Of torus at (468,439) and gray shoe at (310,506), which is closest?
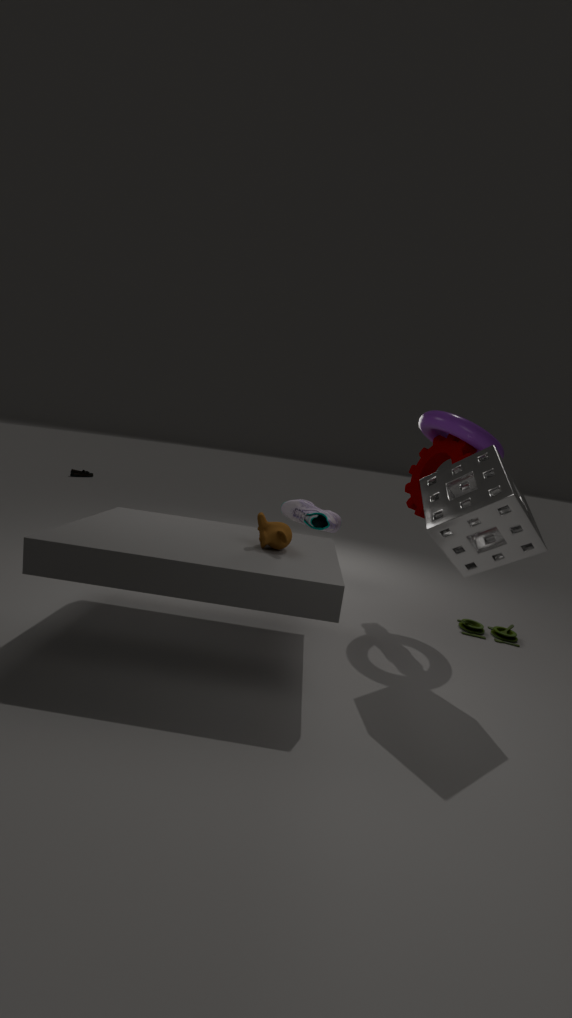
torus at (468,439)
